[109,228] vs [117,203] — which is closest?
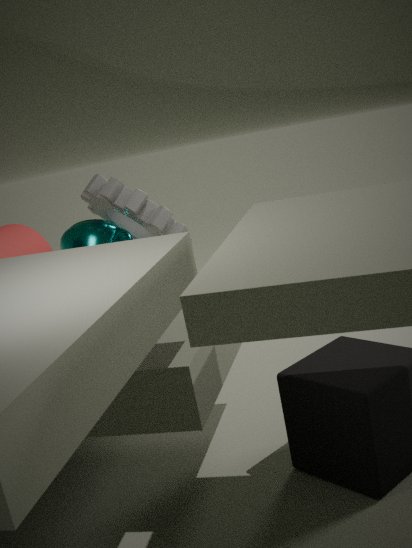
[117,203]
